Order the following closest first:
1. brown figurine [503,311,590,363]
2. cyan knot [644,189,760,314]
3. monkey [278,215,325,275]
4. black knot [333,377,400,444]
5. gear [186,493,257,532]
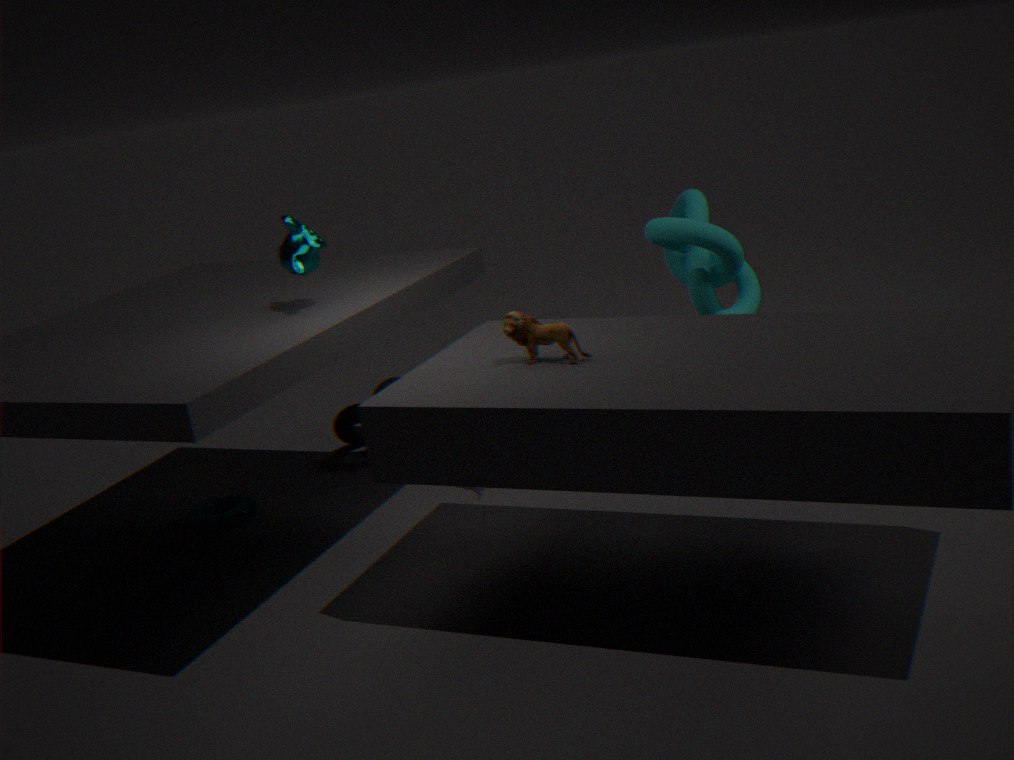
brown figurine [503,311,590,363] → monkey [278,215,325,275] → cyan knot [644,189,760,314] → gear [186,493,257,532] → black knot [333,377,400,444]
